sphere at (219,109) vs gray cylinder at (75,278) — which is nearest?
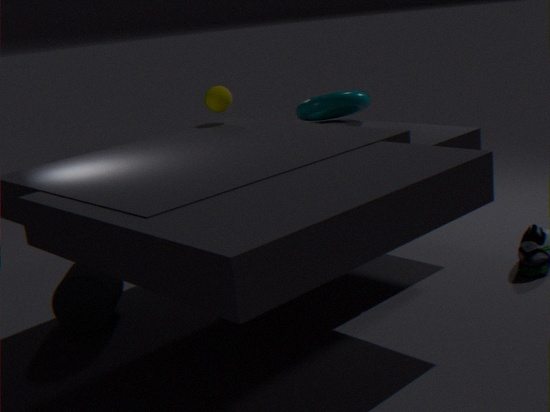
gray cylinder at (75,278)
